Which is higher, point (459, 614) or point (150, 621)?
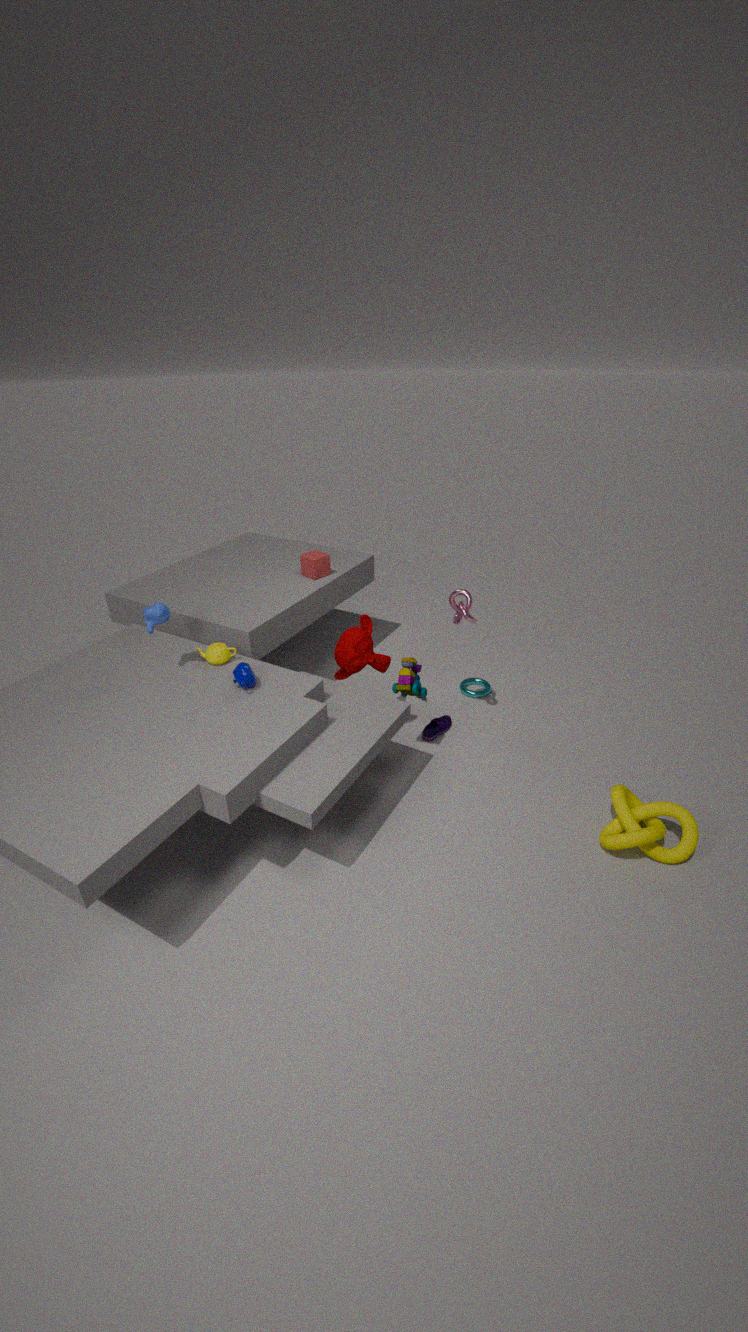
point (150, 621)
